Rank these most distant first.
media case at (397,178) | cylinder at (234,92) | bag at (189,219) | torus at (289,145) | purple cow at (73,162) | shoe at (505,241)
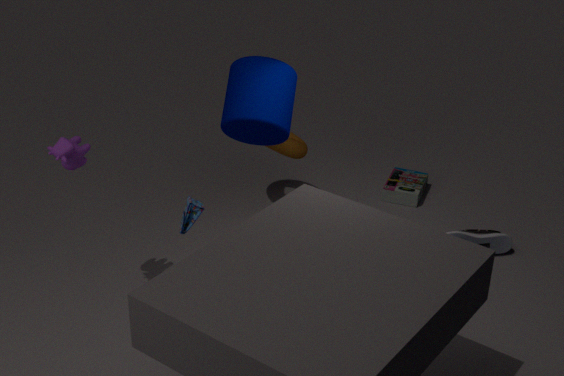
media case at (397,178)
torus at (289,145)
shoe at (505,241)
cylinder at (234,92)
purple cow at (73,162)
bag at (189,219)
